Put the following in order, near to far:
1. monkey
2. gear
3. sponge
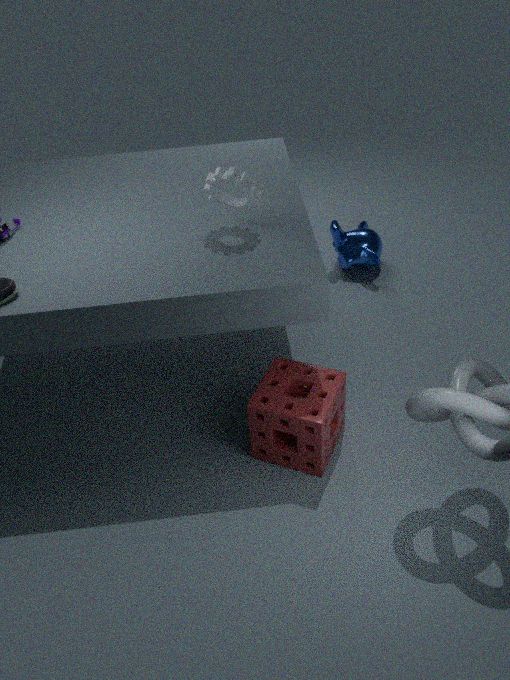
sponge < gear < monkey
